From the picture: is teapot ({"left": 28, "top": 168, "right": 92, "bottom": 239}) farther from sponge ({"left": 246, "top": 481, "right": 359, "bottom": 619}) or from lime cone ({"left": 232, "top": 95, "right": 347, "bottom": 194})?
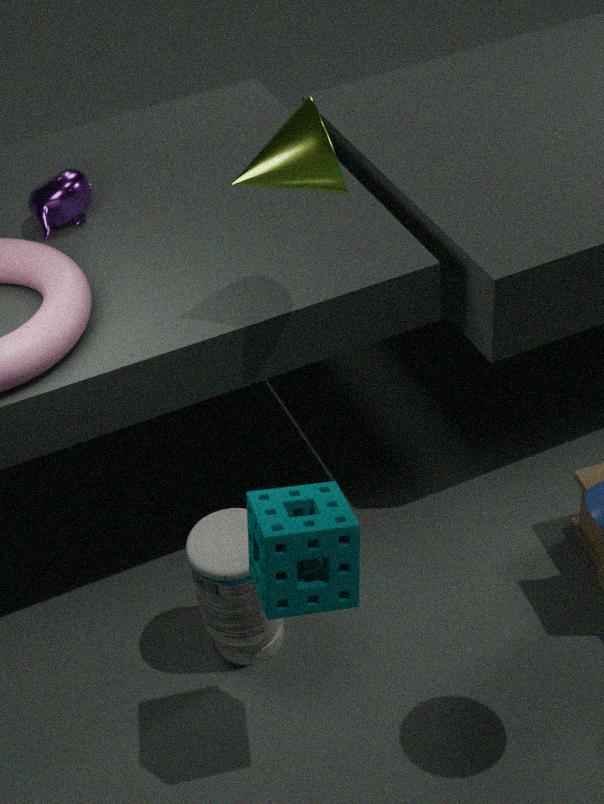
sponge ({"left": 246, "top": 481, "right": 359, "bottom": 619})
